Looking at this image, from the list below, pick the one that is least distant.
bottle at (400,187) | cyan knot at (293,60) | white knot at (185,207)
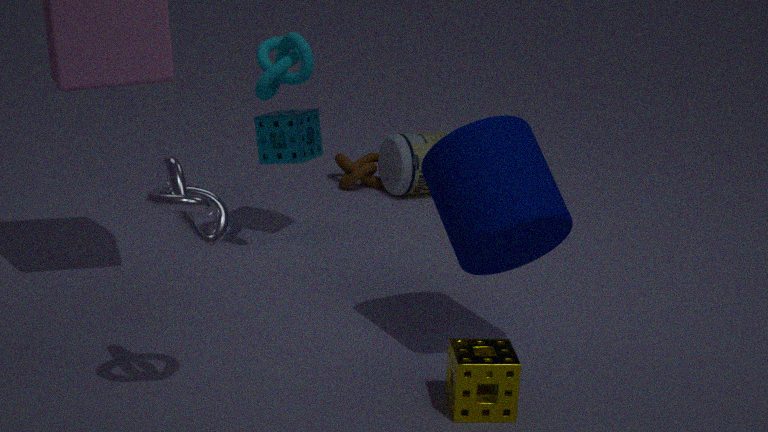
white knot at (185,207)
